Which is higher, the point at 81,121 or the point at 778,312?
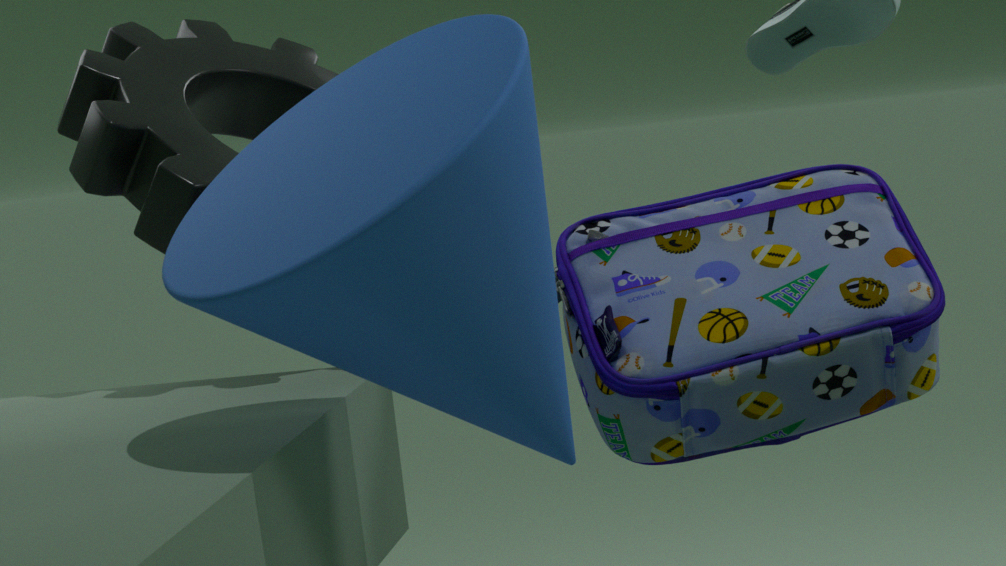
the point at 81,121
